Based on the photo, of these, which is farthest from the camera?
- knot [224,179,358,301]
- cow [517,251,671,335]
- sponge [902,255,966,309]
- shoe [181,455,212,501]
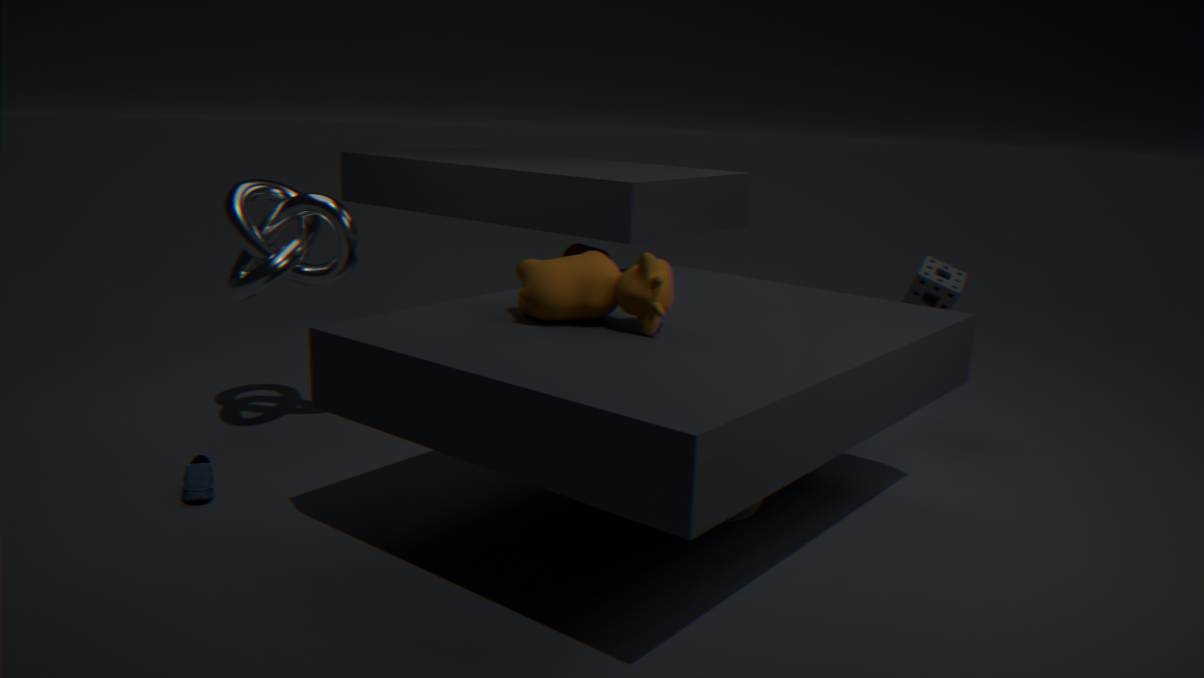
sponge [902,255,966,309]
